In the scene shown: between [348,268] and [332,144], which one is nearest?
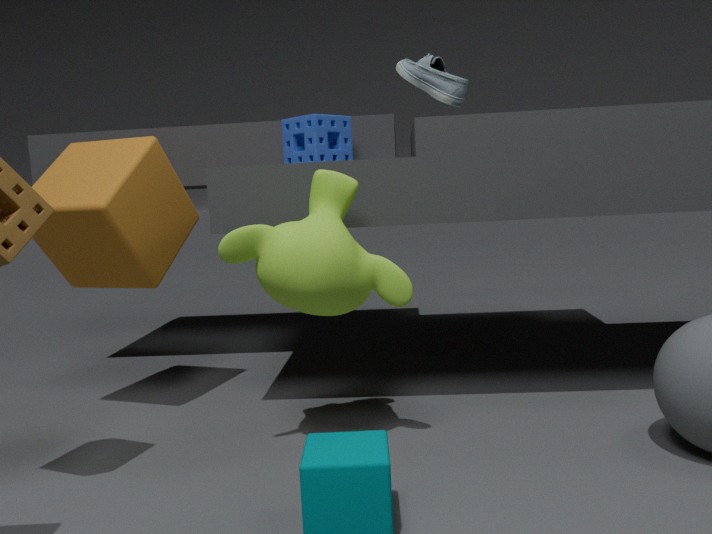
[348,268]
